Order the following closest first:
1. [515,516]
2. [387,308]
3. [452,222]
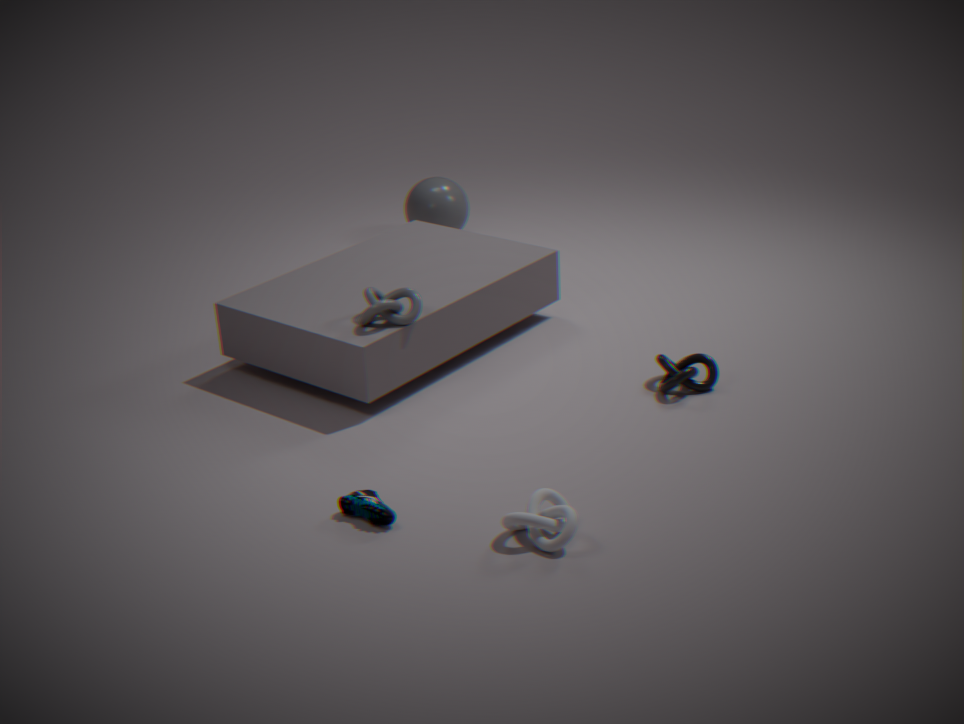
[515,516] → [387,308] → [452,222]
